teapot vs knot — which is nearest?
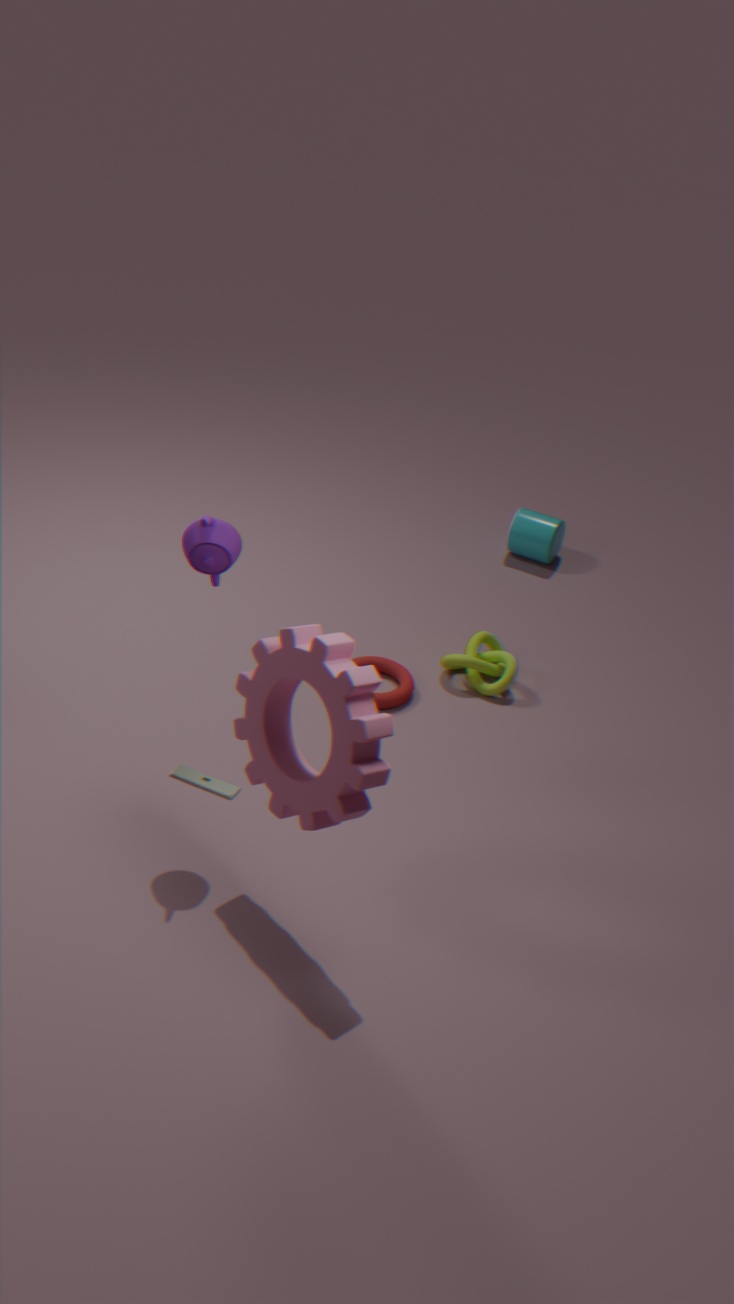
teapot
